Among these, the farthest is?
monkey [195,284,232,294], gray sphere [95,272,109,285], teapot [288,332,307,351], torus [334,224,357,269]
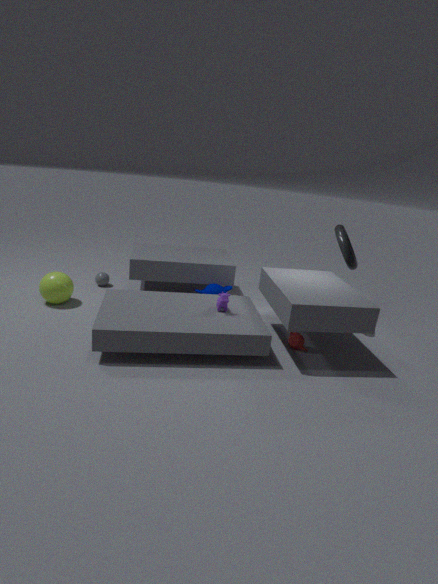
gray sphere [95,272,109,285]
